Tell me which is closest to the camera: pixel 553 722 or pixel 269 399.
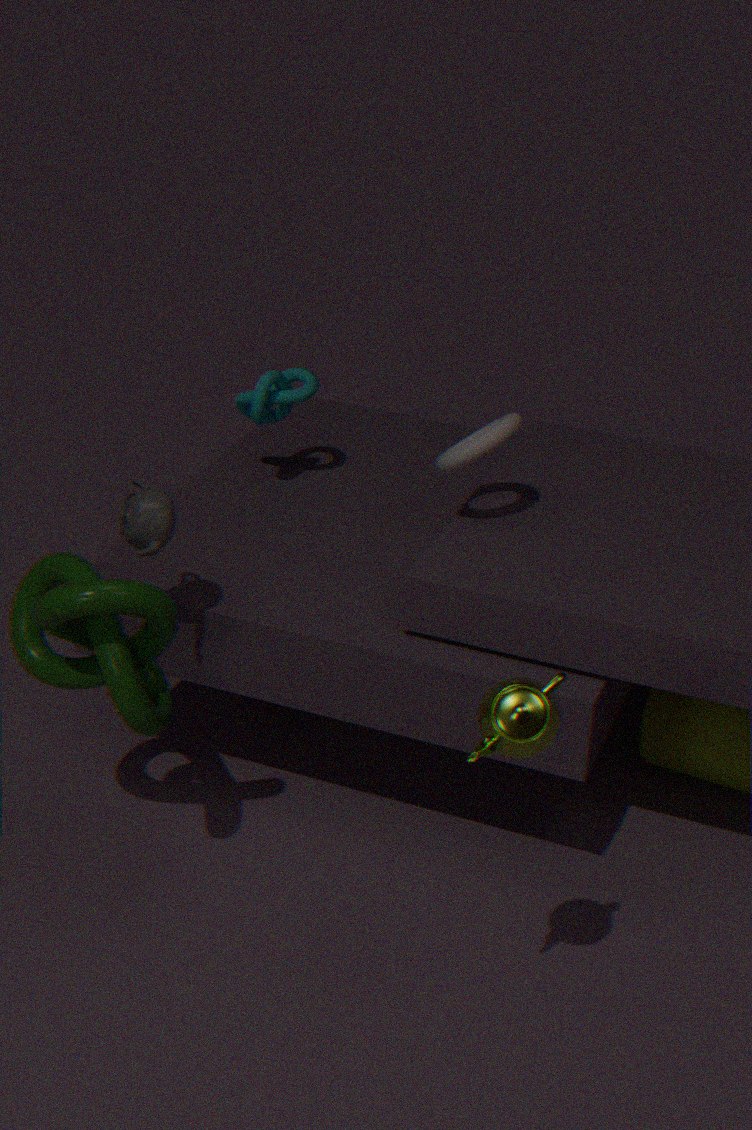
pixel 553 722
